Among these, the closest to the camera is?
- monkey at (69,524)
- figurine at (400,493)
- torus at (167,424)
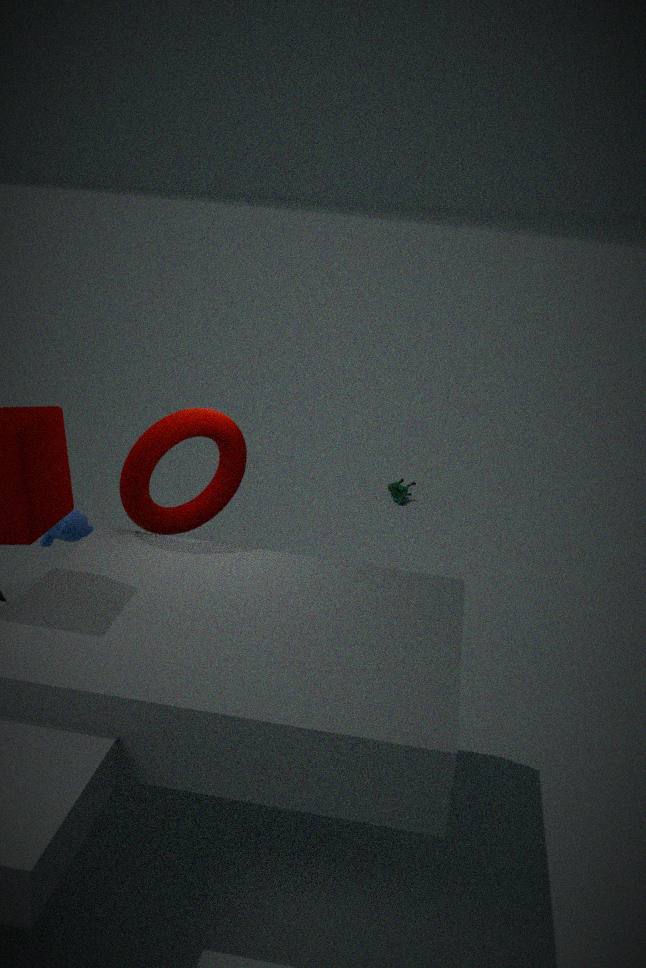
torus at (167,424)
